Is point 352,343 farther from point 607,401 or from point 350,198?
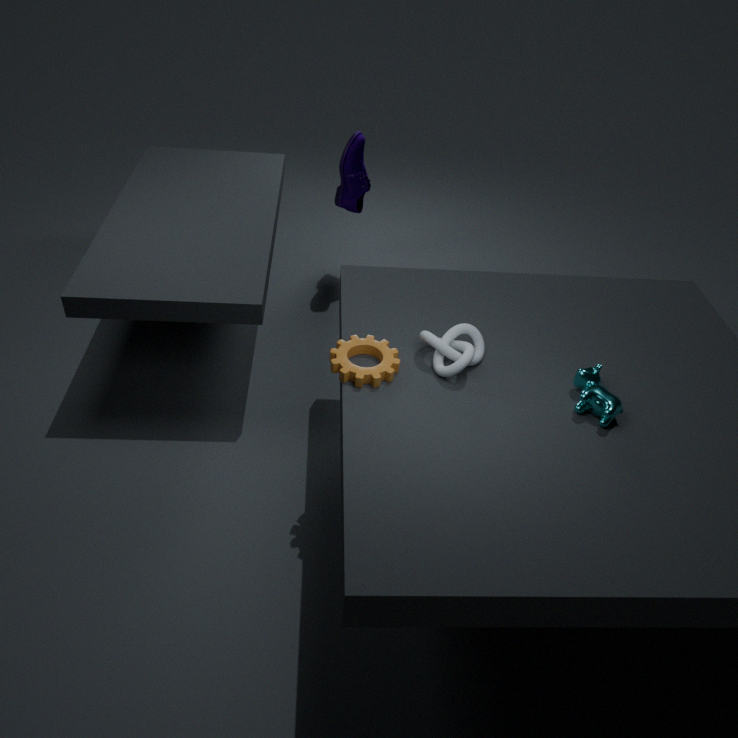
point 350,198
